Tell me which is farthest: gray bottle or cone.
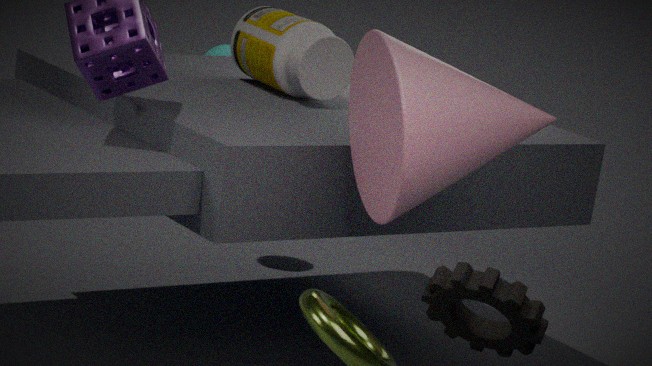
gray bottle
